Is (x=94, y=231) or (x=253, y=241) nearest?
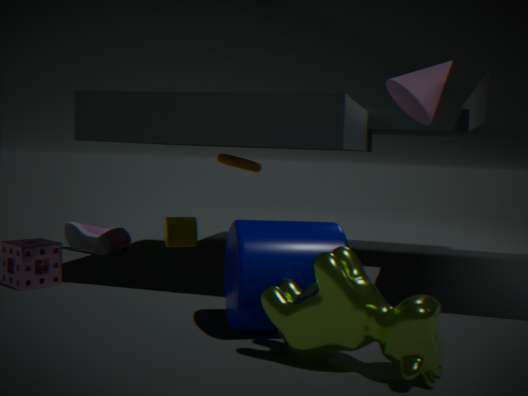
(x=253, y=241)
